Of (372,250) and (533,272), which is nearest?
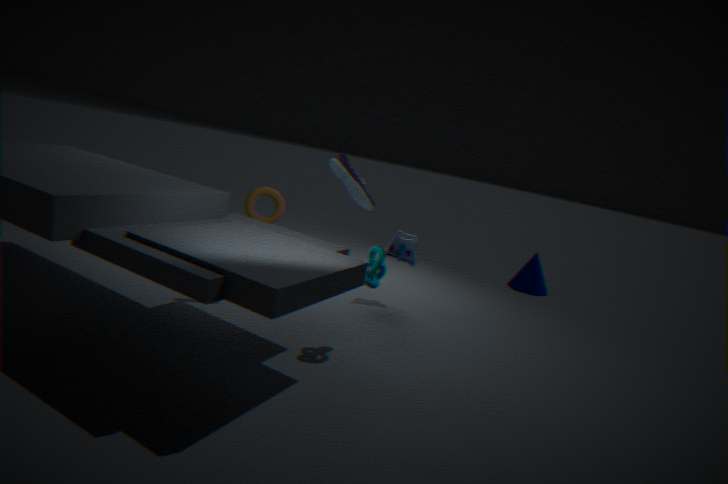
(372,250)
